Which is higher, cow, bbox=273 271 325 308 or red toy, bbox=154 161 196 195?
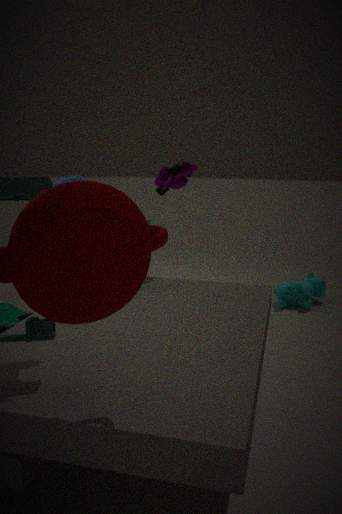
red toy, bbox=154 161 196 195
